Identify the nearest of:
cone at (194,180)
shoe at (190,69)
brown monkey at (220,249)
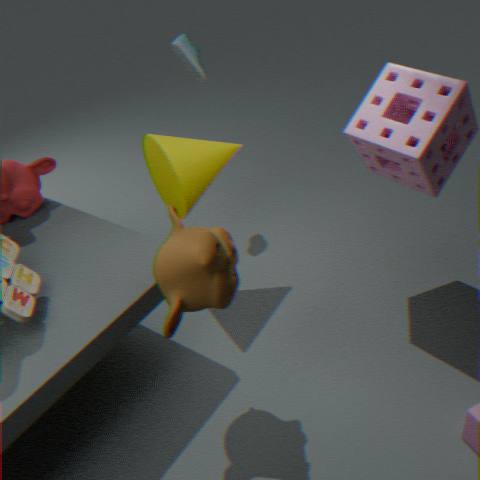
brown monkey at (220,249)
